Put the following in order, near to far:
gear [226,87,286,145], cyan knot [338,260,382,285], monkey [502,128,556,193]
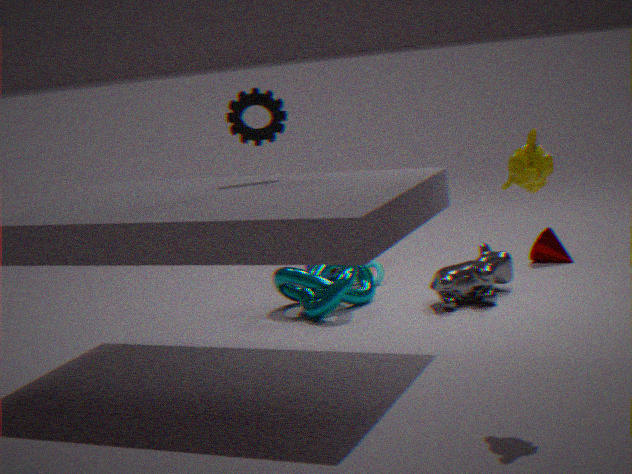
monkey [502,128,556,193]
gear [226,87,286,145]
cyan knot [338,260,382,285]
